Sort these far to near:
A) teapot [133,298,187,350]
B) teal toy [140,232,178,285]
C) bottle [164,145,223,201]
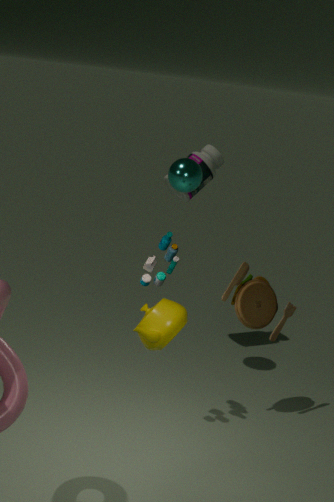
bottle [164,145,223,201] < teal toy [140,232,178,285] < teapot [133,298,187,350]
